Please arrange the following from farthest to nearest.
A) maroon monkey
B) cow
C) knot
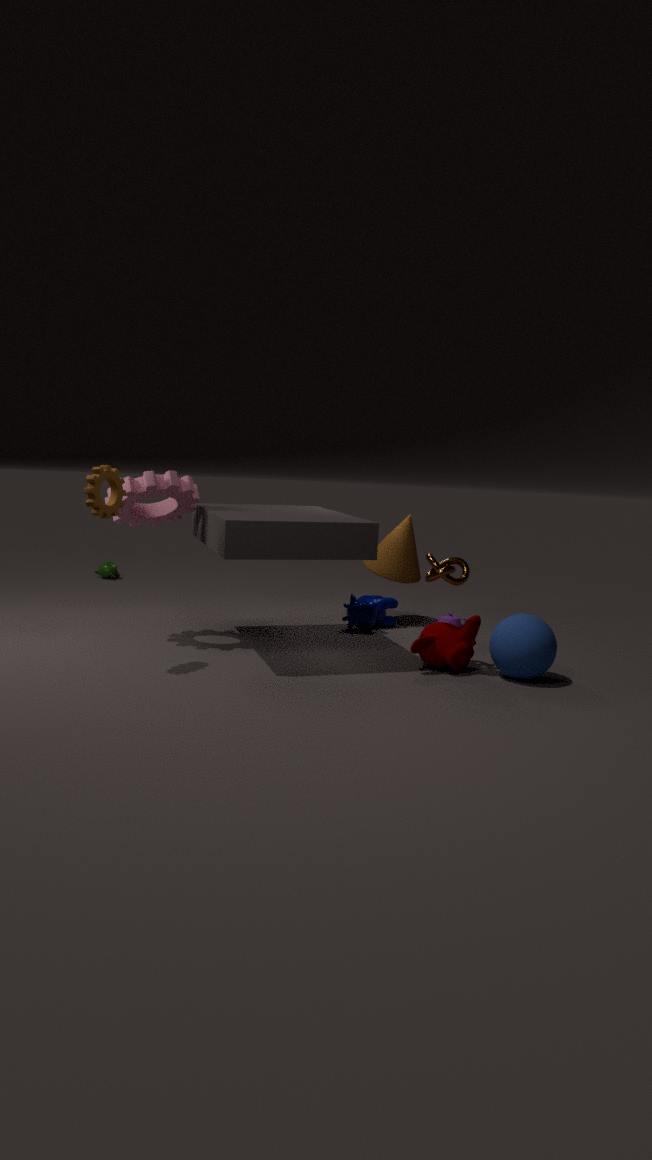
1. cow
2. knot
3. maroon monkey
